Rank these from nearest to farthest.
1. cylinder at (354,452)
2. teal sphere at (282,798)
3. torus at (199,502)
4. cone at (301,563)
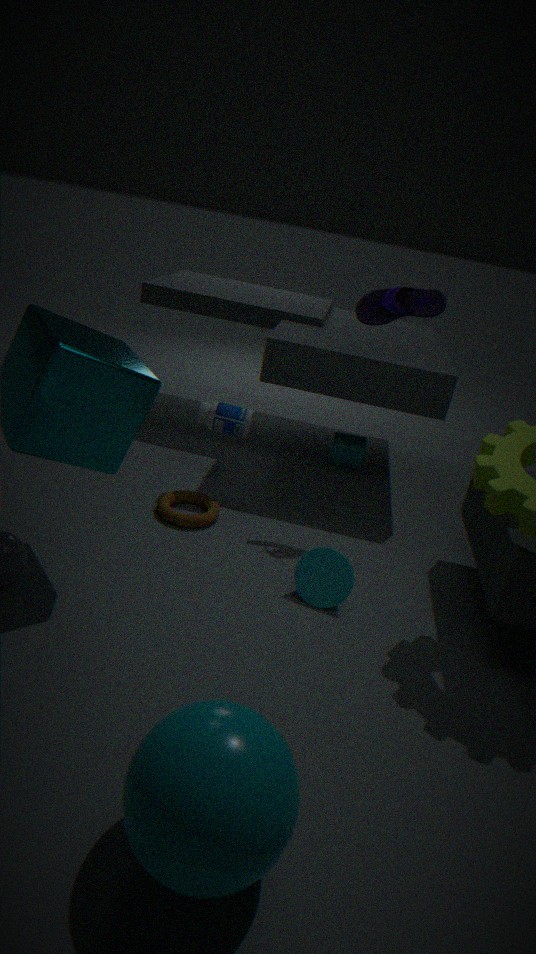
teal sphere at (282,798)
cone at (301,563)
torus at (199,502)
cylinder at (354,452)
